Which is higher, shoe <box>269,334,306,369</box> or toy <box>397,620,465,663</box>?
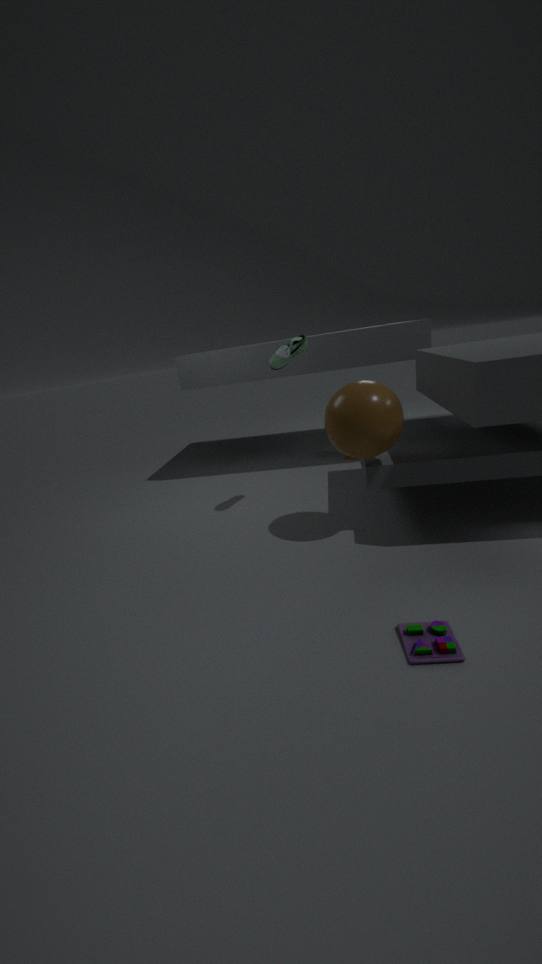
shoe <box>269,334,306,369</box>
